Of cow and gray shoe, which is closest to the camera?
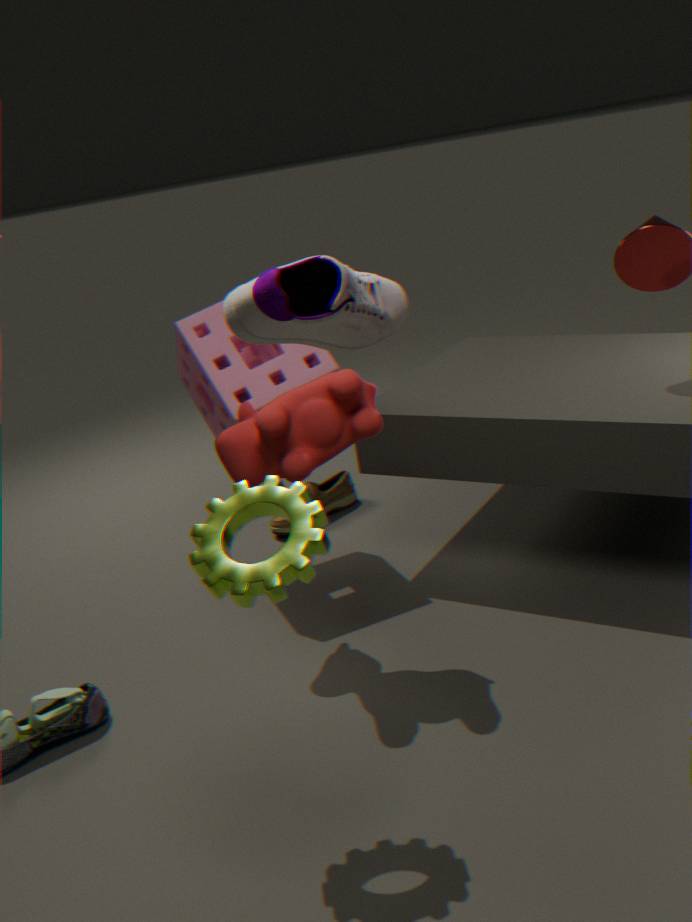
gray shoe
